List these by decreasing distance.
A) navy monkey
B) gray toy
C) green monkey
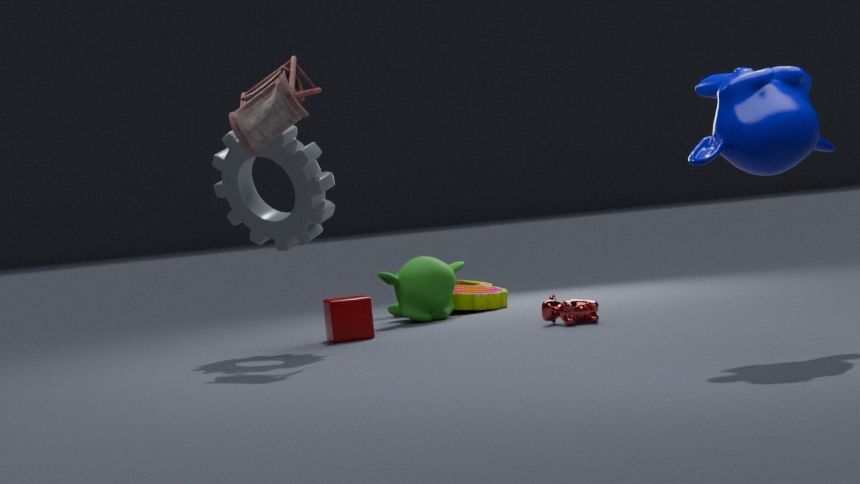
green monkey
gray toy
navy monkey
